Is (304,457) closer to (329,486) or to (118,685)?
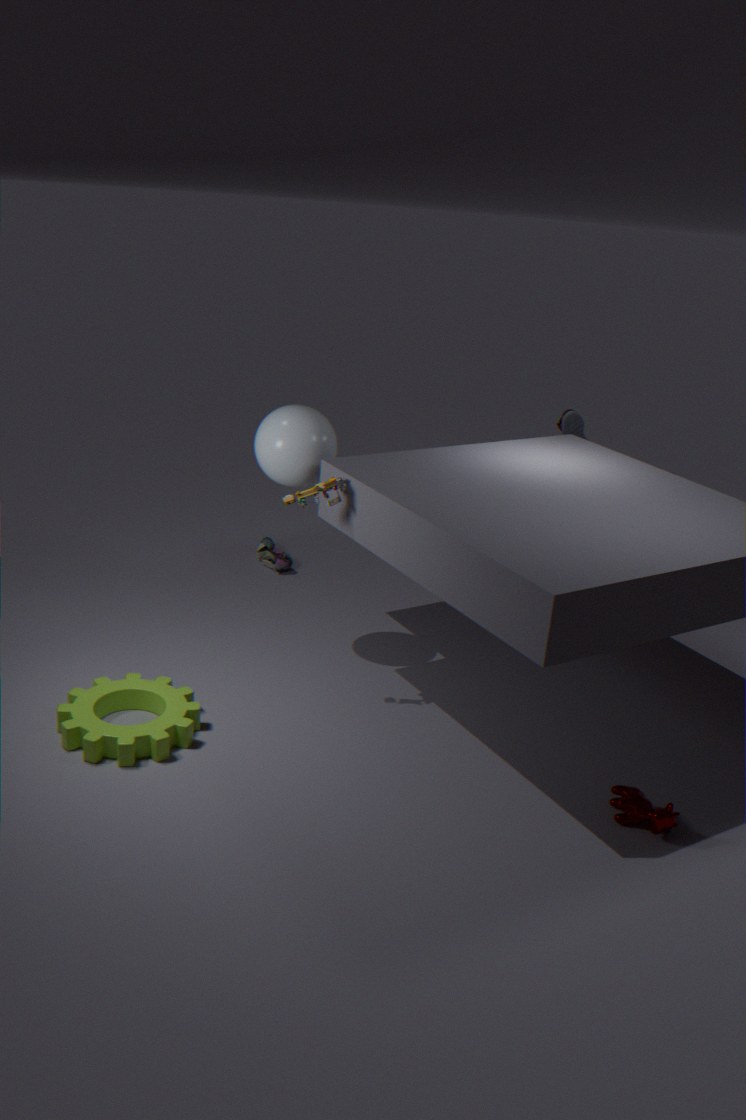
(329,486)
